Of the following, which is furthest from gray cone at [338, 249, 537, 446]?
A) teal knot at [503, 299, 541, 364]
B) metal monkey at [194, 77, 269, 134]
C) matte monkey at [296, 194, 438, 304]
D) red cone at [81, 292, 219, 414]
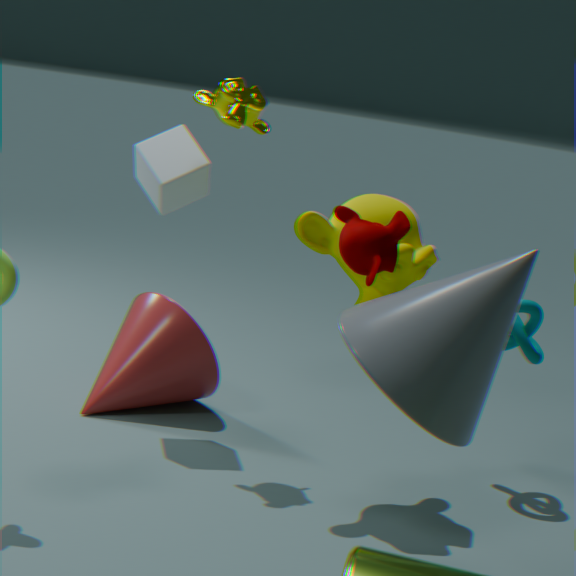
red cone at [81, 292, 219, 414]
